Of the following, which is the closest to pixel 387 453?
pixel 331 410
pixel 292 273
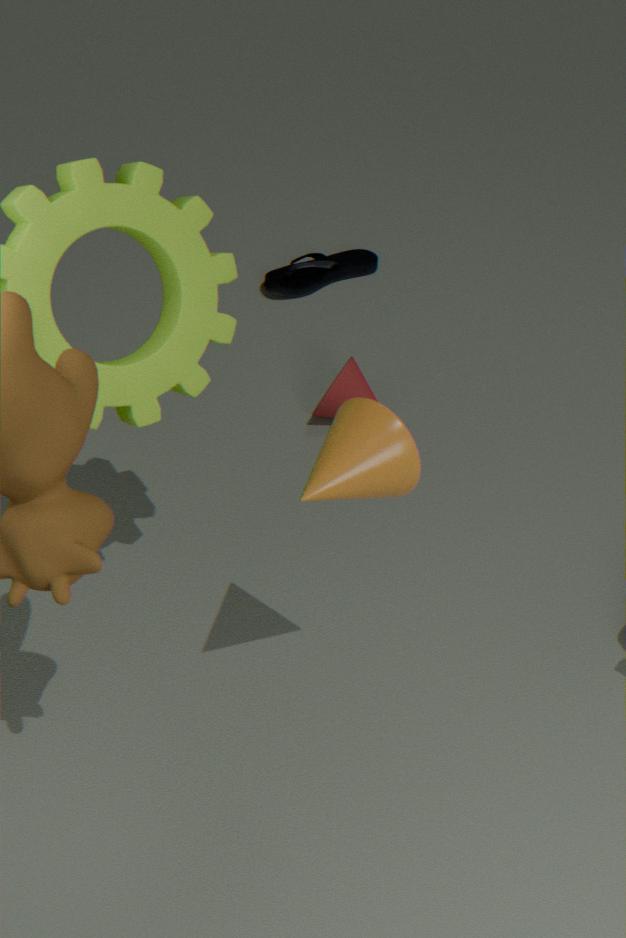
pixel 331 410
